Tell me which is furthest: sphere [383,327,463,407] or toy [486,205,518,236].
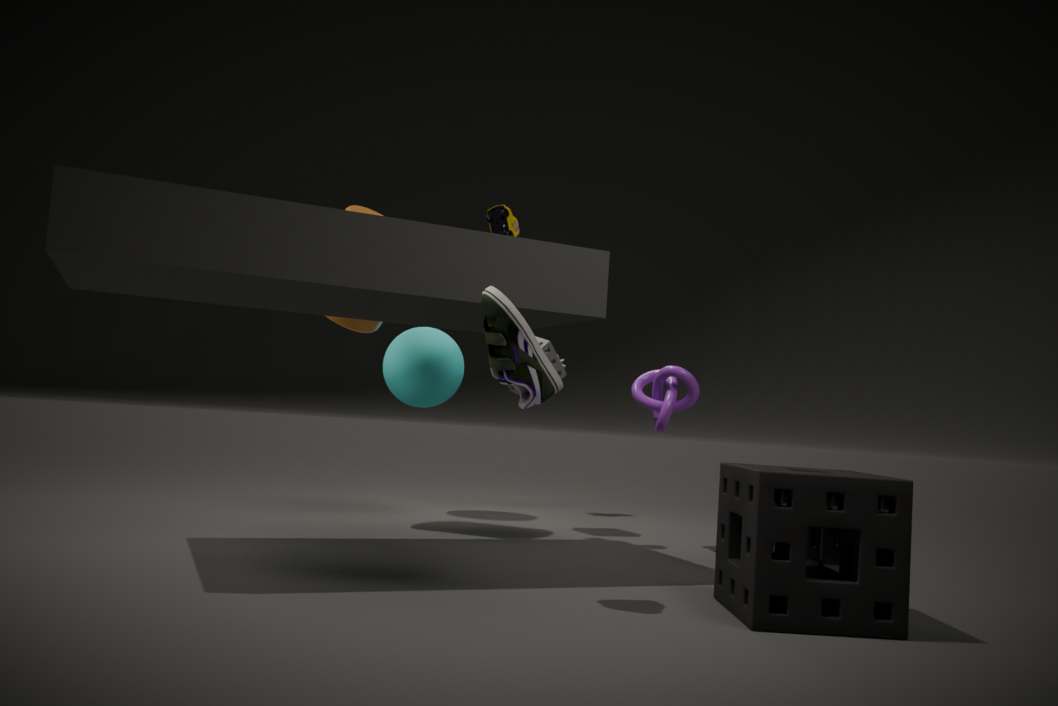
sphere [383,327,463,407]
